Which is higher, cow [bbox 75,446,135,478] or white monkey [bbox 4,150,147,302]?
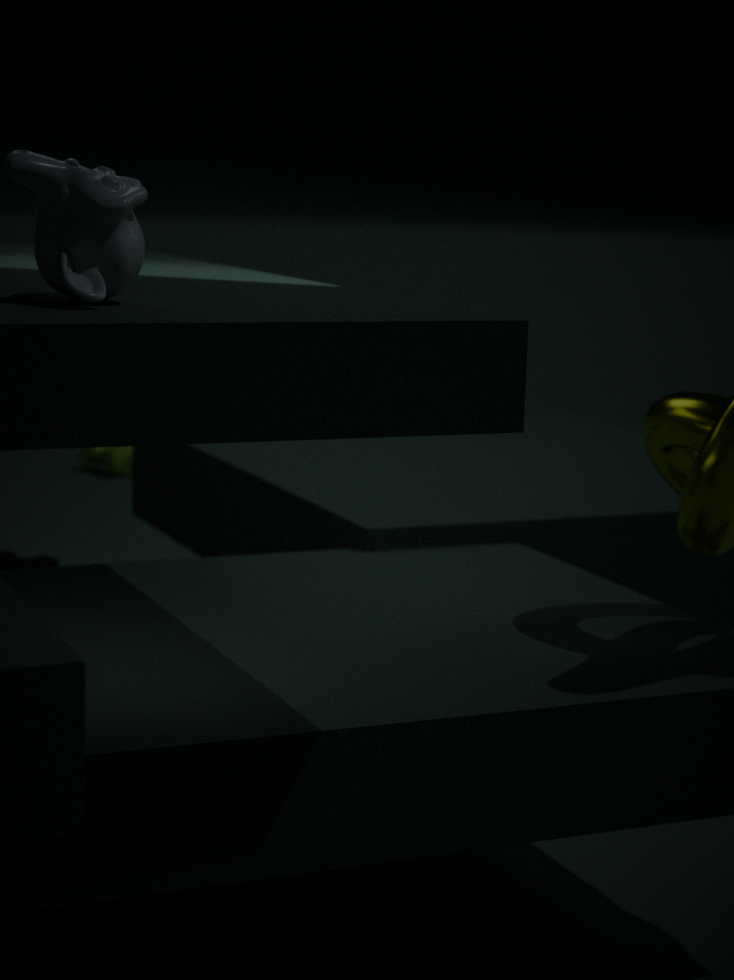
white monkey [bbox 4,150,147,302]
